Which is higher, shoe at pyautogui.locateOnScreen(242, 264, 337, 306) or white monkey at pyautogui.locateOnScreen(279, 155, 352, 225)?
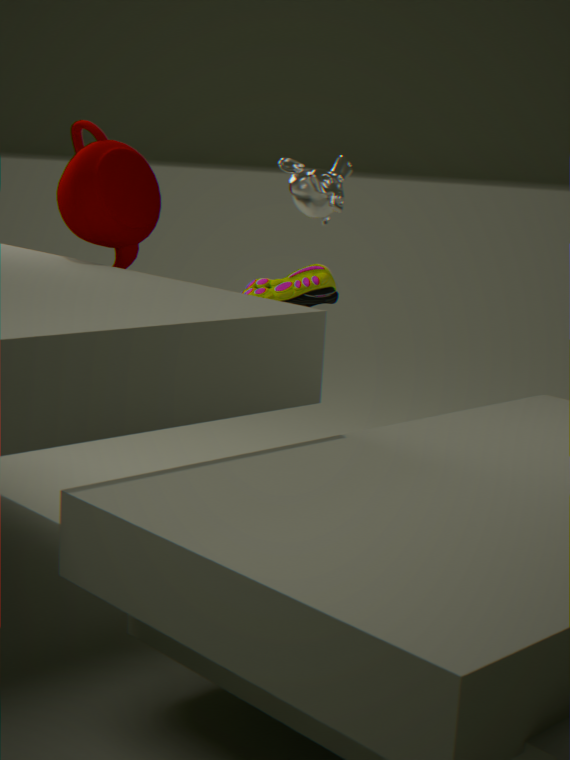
white monkey at pyautogui.locateOnScreen(279, 155, 352, 225)
